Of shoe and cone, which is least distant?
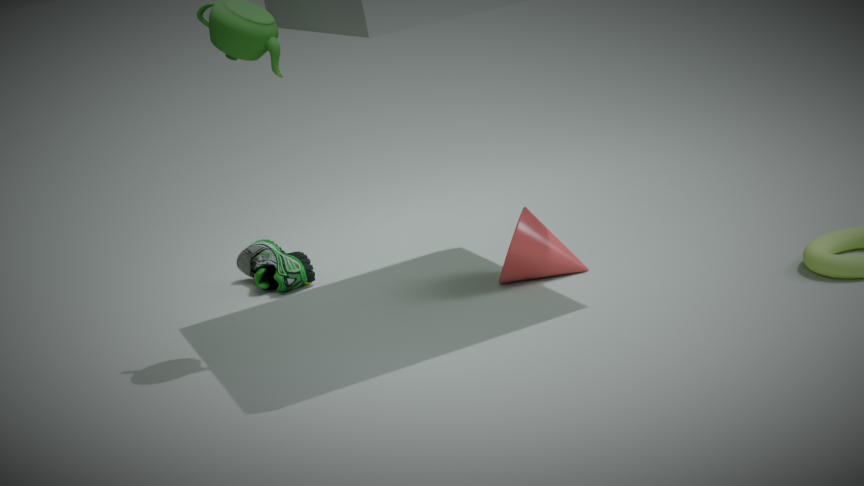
cone
